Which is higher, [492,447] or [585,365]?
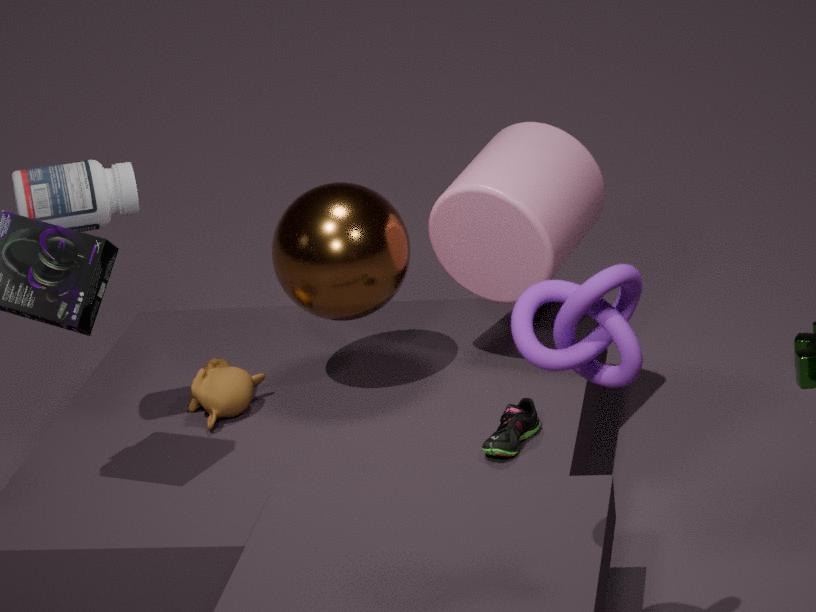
[585,365]
